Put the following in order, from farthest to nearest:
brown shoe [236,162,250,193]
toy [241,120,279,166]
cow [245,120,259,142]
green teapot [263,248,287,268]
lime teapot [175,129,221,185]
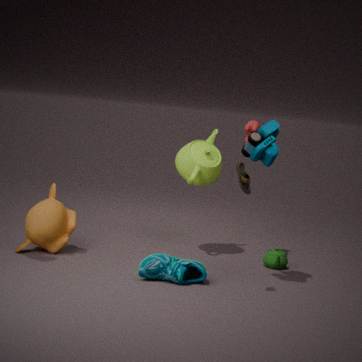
1. lime teapot [175,129,221,185]
2. cow [245,120,259,142]
3. green teapot [263,248,287,268]
4. toy [241,120,279,166]
5. brown shoe [236,162,250,193]
